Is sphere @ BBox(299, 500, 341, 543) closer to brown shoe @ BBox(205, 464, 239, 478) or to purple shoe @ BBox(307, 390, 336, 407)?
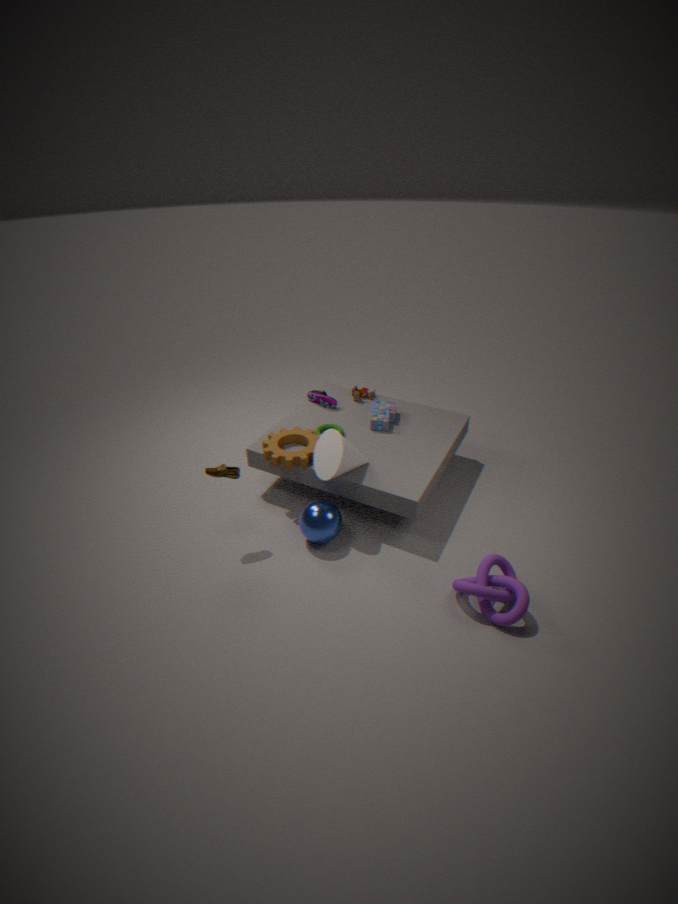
brown shoe @ BBox(205, 464, 239, 478)
